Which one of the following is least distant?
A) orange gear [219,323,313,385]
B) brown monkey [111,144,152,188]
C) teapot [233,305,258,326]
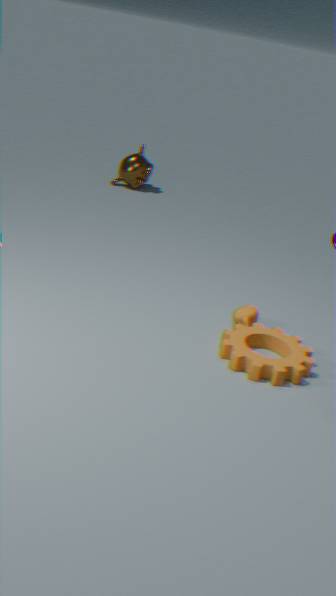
orange gear [219,323,313,385]
